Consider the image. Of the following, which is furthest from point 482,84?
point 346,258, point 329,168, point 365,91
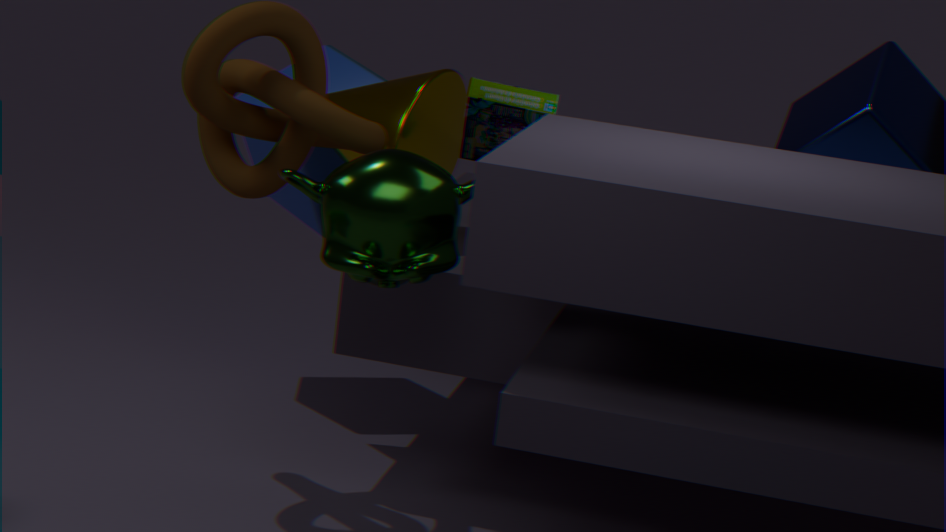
point 329,168
